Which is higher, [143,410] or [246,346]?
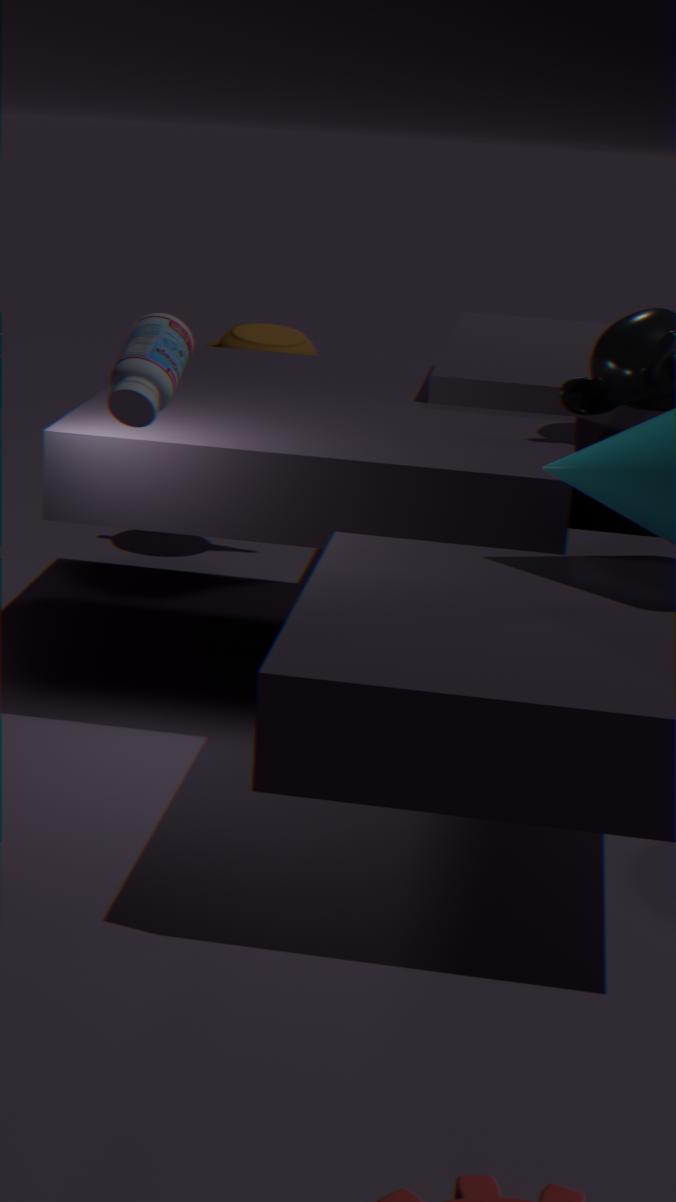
[143,410]
